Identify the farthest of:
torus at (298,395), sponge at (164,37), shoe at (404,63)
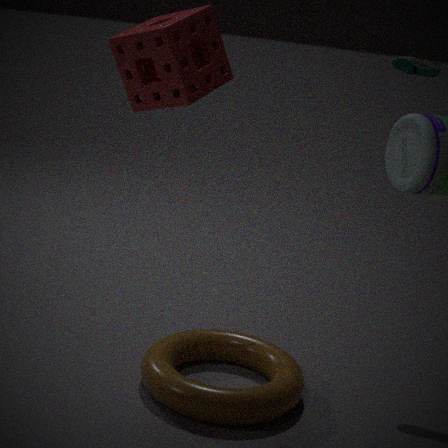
shoe at (404,63)
